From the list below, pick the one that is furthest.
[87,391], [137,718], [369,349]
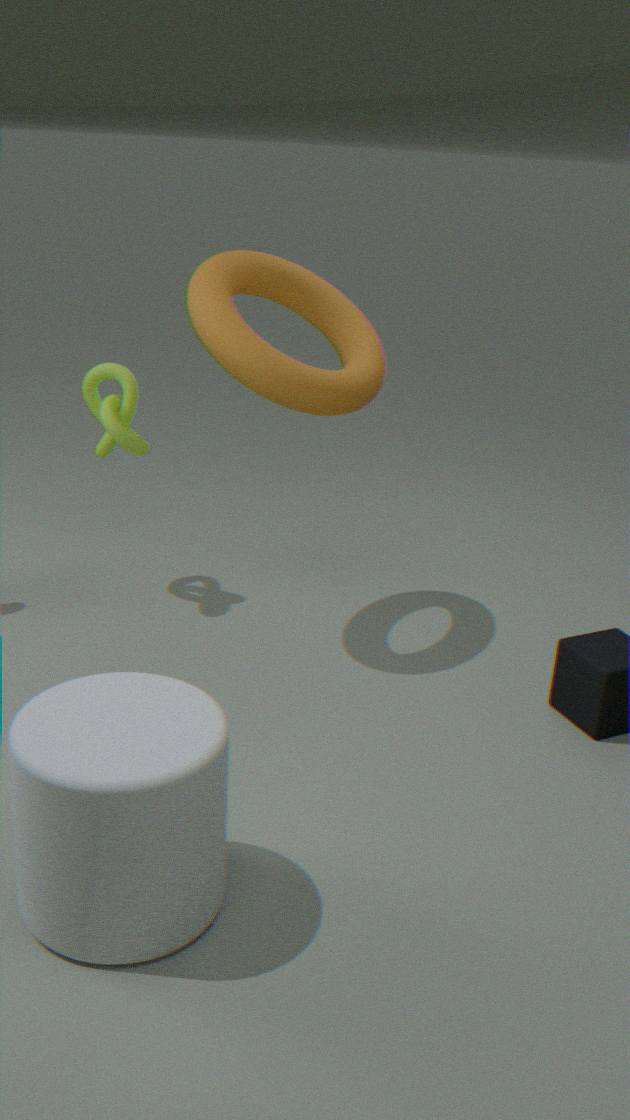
[87,391]
